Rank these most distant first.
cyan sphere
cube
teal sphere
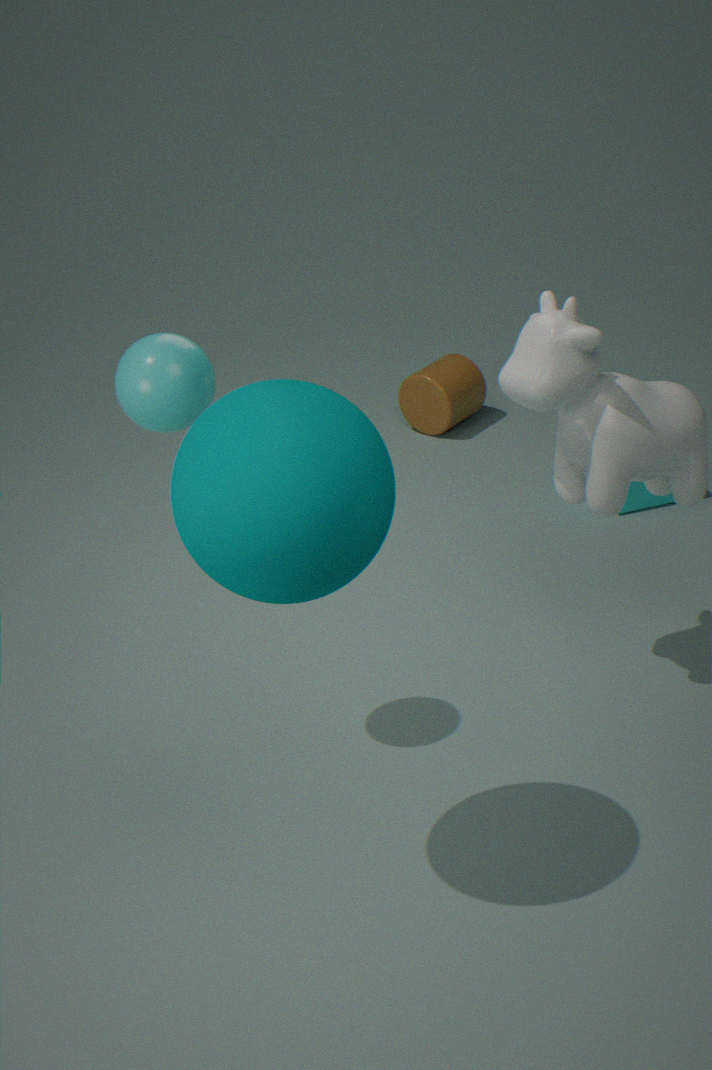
cube < cyan sphere < teal sphere
